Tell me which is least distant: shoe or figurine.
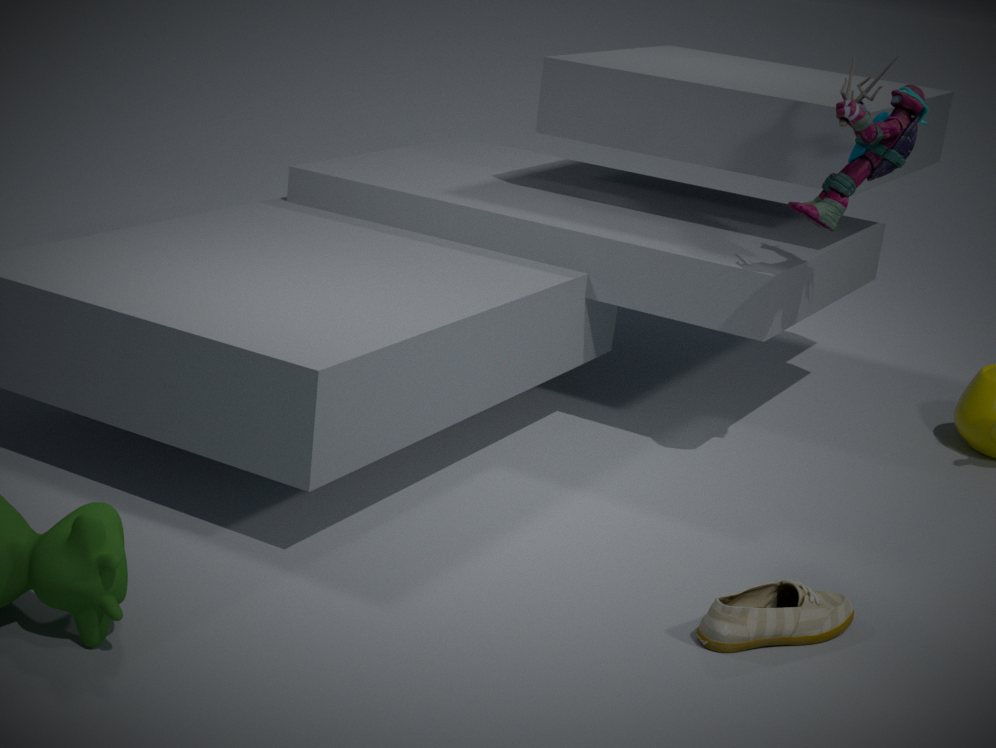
shoe
